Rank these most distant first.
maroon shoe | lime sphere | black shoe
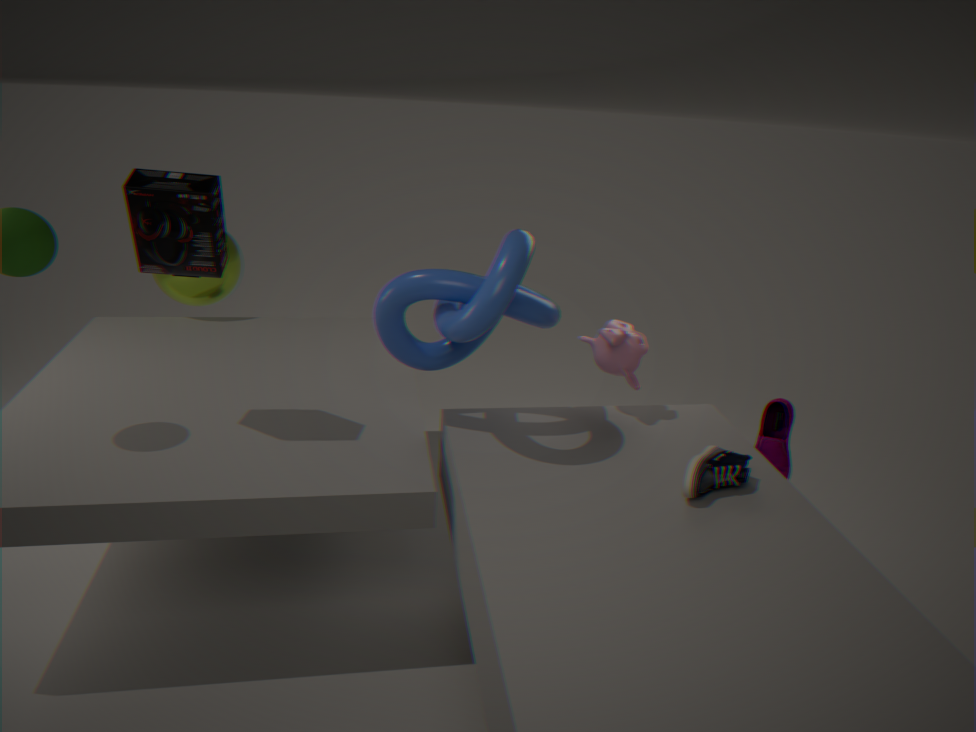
lime sphere
maroon shoe
black shoe
